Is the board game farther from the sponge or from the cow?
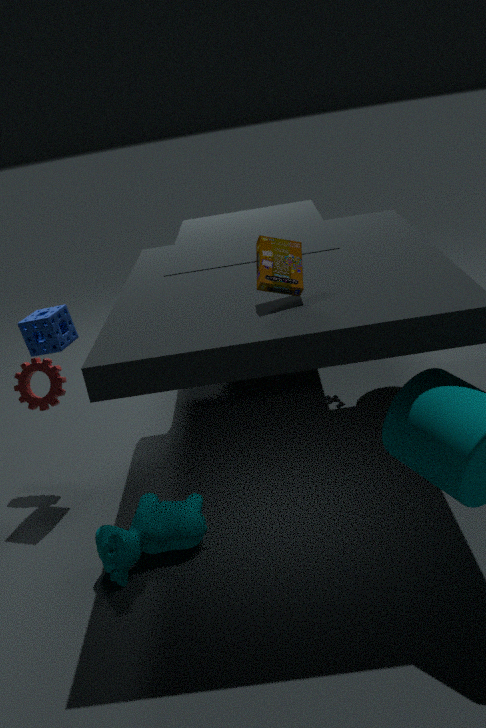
the sponge
